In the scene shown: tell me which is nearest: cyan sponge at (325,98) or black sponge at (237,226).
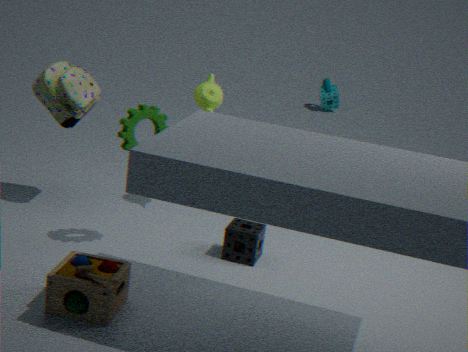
black sponge at (237,226)
